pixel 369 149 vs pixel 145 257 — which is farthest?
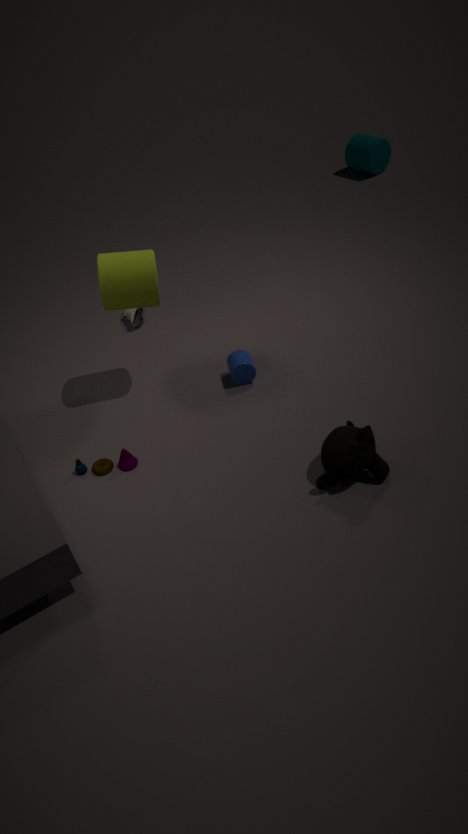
pixel 369 149
